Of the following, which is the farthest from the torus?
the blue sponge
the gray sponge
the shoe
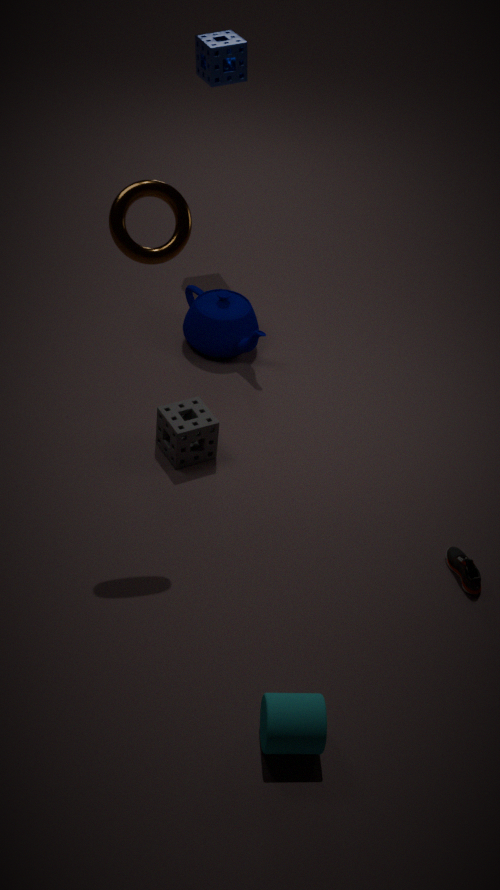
the blue sponge
